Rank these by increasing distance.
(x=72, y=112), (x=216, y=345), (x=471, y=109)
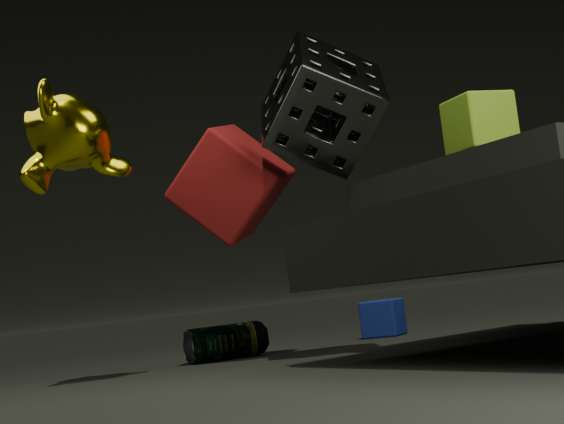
(x=471, y=109)
(x=72, y=112)
(x=216, y=345)
